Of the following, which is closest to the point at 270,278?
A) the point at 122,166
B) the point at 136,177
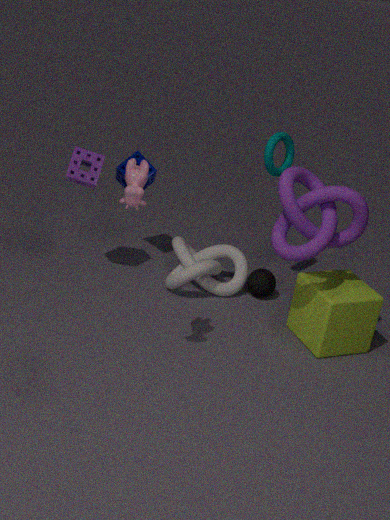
the point at 122,166
